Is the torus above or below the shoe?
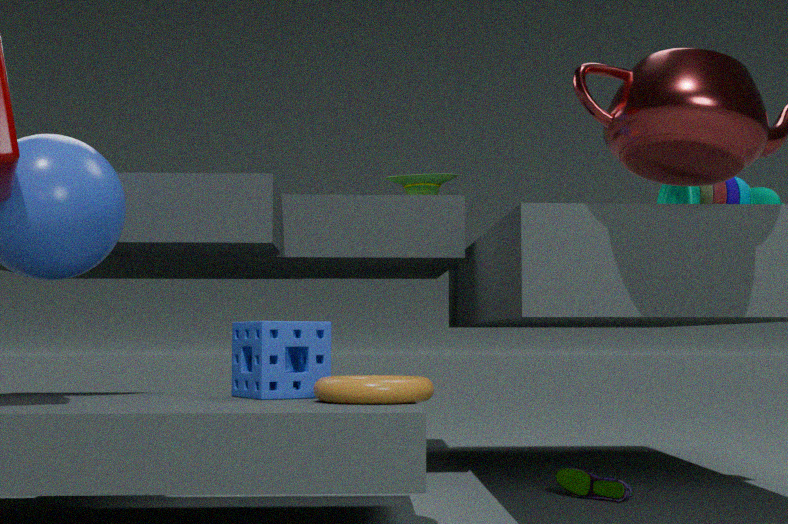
above
